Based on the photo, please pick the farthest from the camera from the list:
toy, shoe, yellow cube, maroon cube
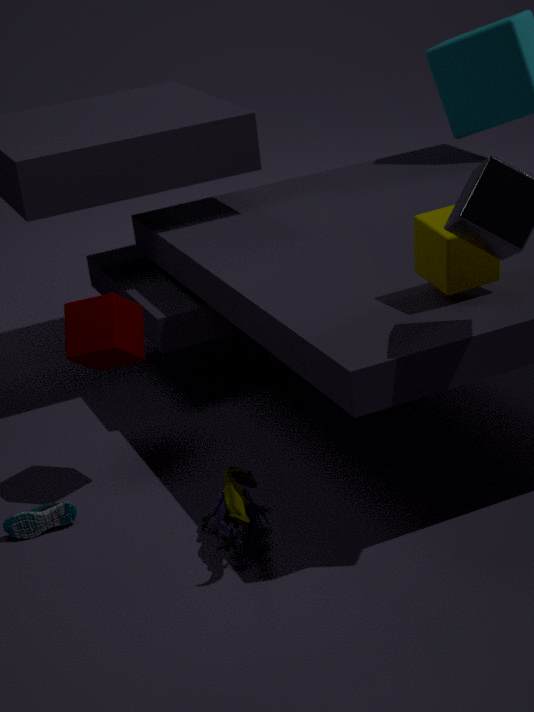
maroon cube
